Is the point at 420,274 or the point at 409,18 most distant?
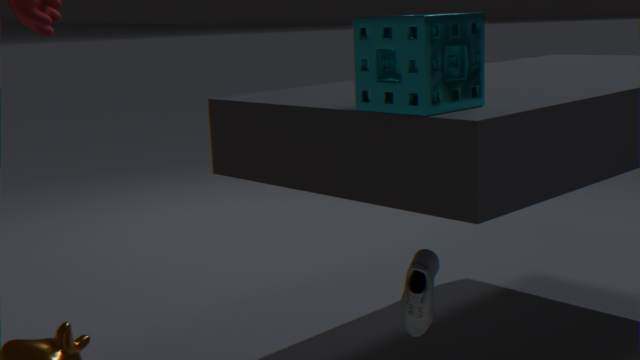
the point at 420,274
